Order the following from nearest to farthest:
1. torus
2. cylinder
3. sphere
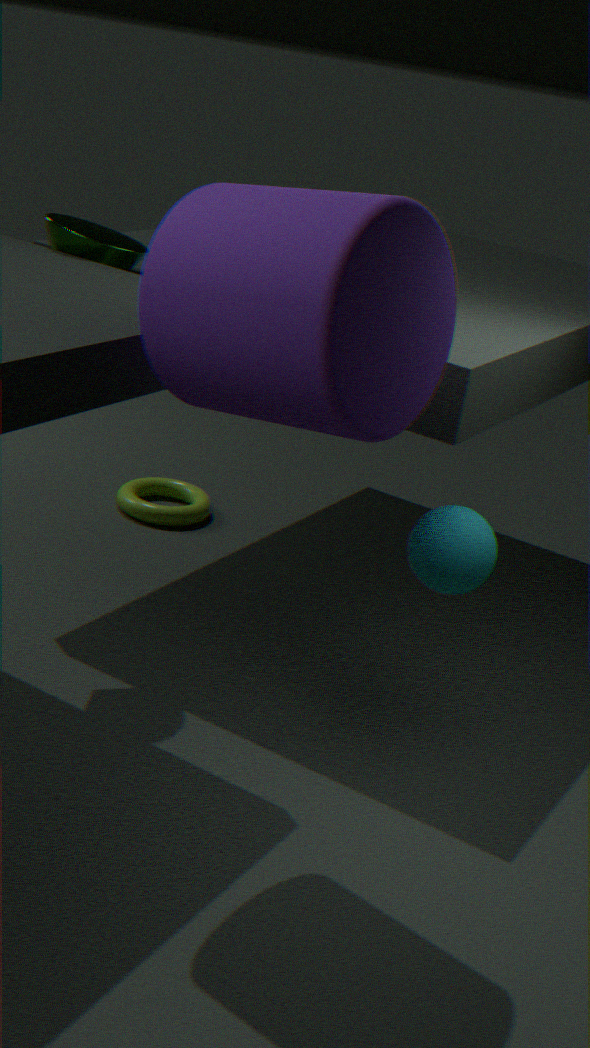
cylinder
sphere
torus
